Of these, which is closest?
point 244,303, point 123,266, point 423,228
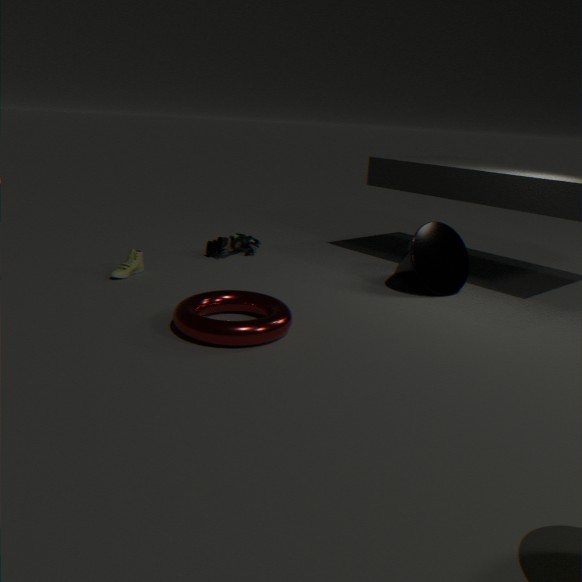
point 244,303
